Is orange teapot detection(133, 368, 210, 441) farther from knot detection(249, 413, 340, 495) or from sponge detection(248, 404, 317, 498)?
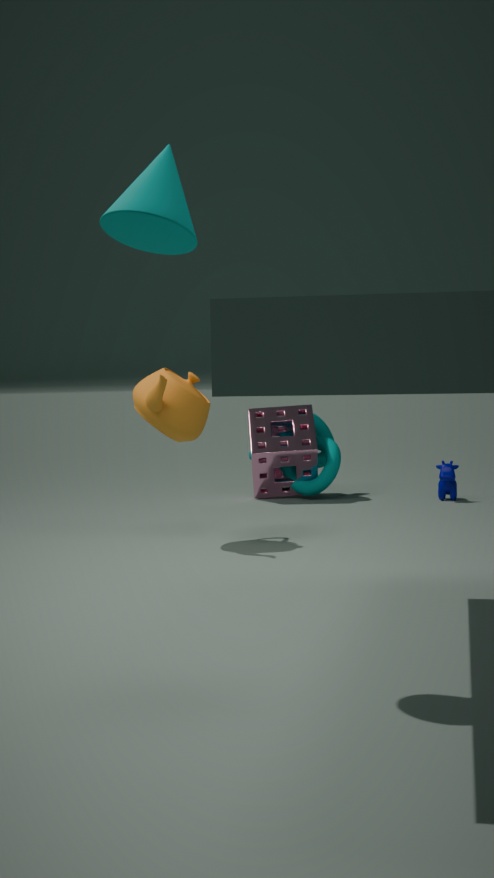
knot detection(249, 413, 340, 495)
